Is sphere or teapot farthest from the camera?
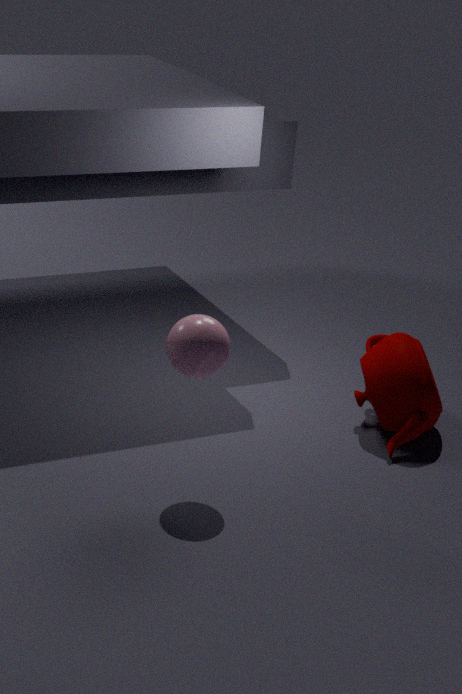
teapot
